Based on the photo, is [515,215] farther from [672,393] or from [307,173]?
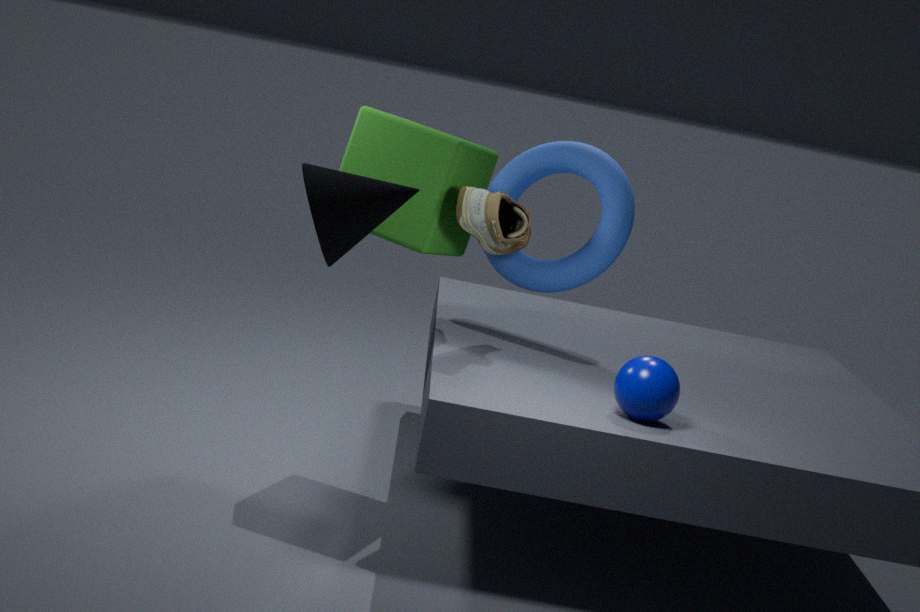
[307,173]
